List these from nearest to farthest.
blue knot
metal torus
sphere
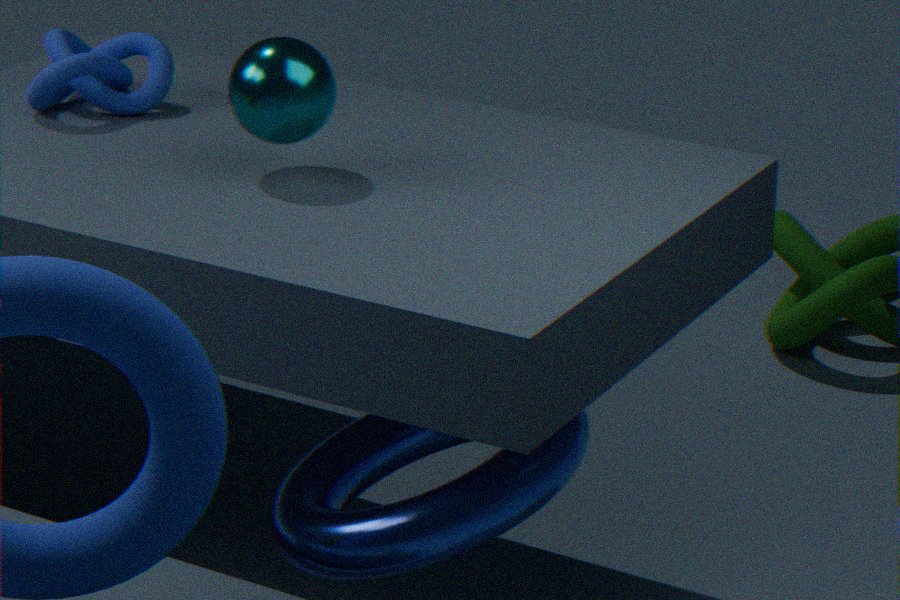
1. metal torus
2. sphere
3. blue knot
